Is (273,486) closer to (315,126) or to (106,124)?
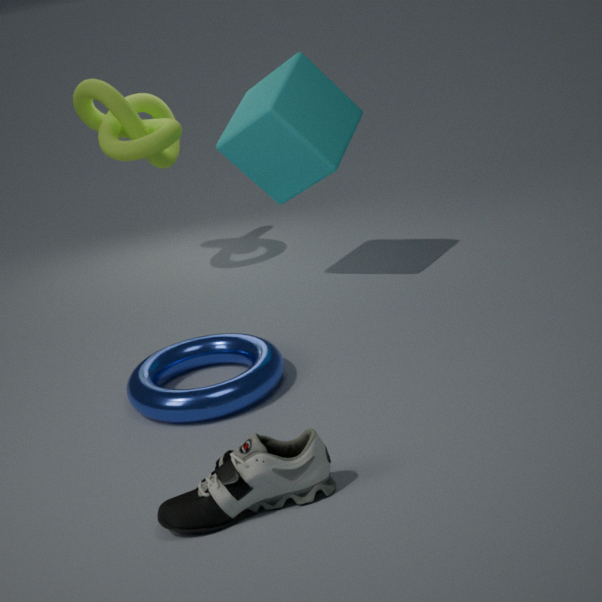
(315,126)
